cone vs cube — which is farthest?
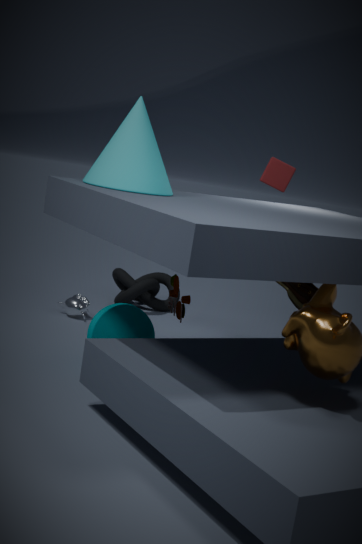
cube
